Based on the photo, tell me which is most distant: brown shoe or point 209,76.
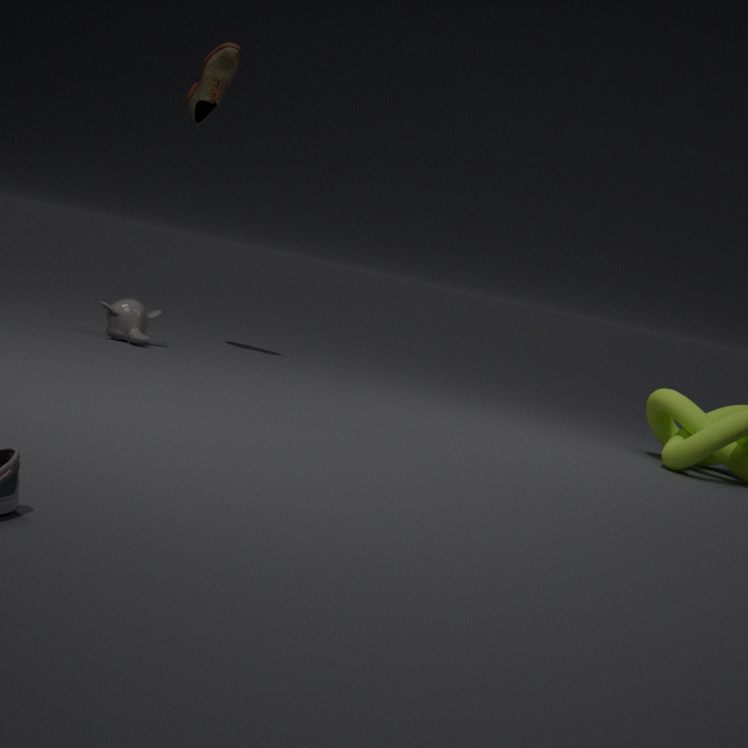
point 209,76
